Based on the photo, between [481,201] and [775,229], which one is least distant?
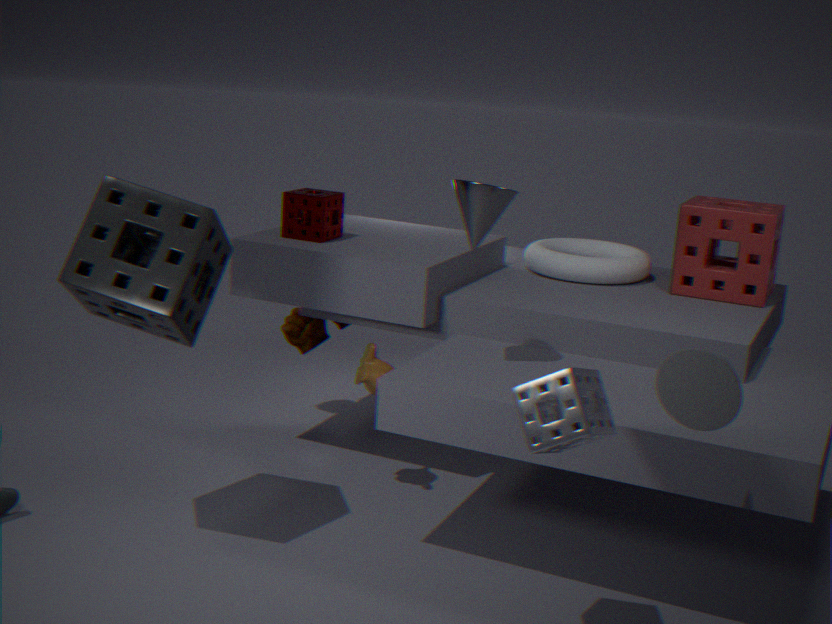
[481,201]
